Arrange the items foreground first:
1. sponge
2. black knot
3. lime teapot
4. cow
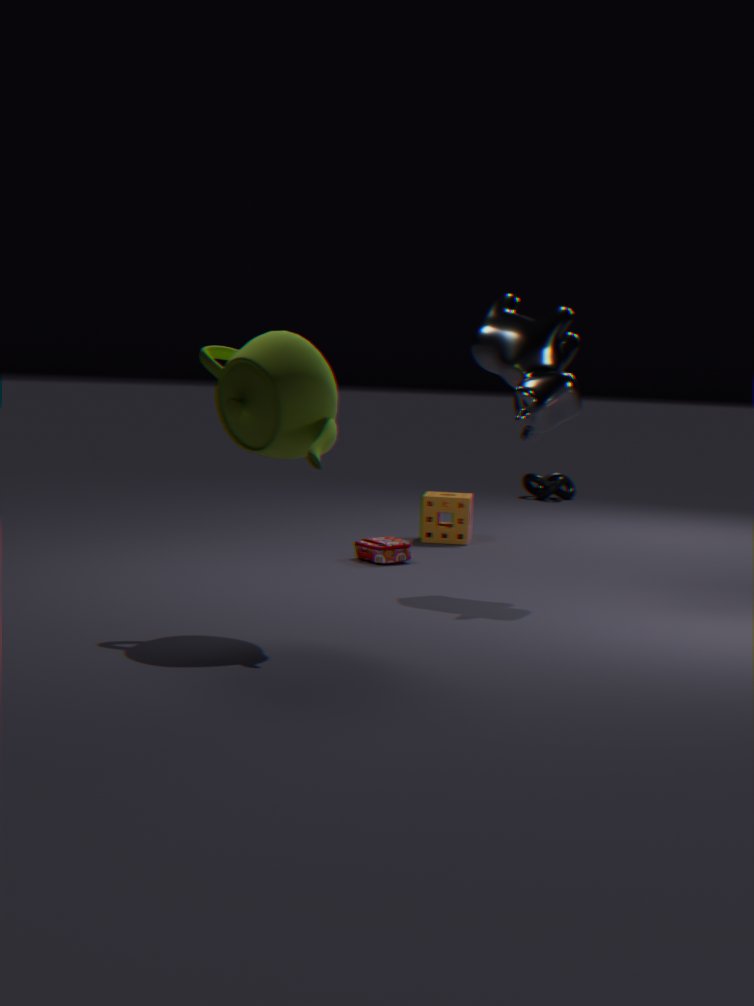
lime teapot < cow < sponge < black knot
